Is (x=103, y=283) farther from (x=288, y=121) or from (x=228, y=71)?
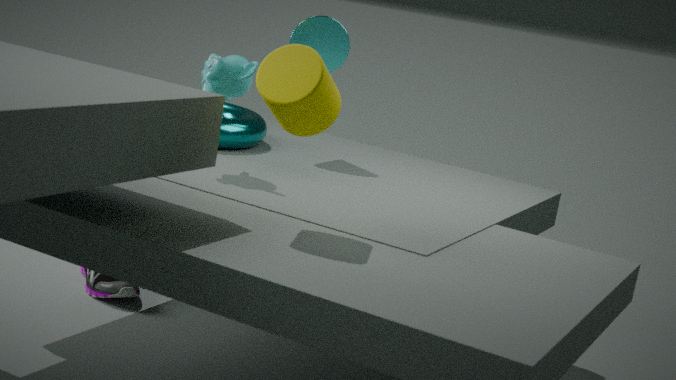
(x=288, y=121)
